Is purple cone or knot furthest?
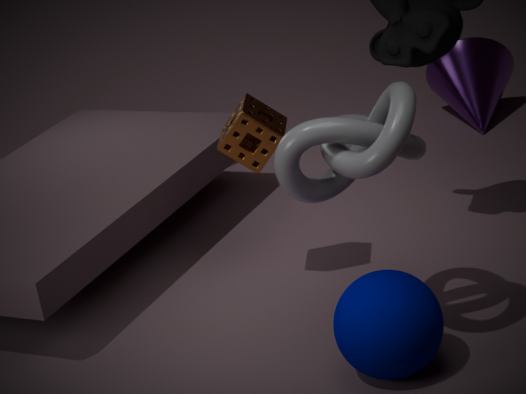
purple cone
